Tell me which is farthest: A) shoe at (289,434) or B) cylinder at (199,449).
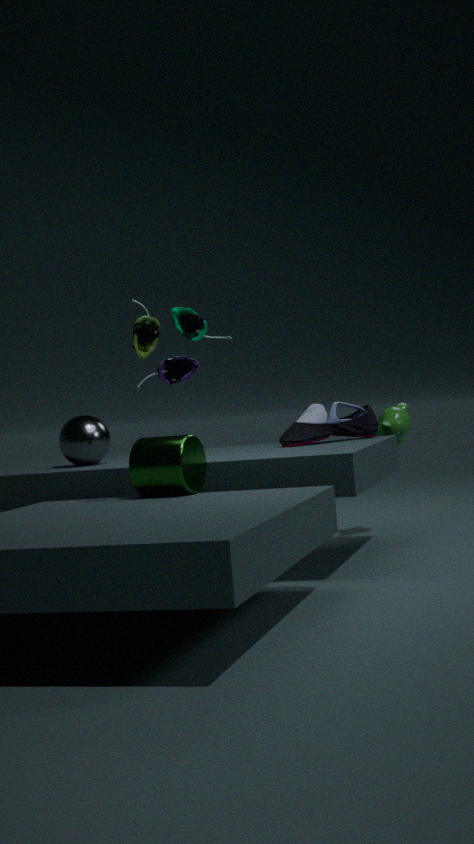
A. shoe at (289,434)
